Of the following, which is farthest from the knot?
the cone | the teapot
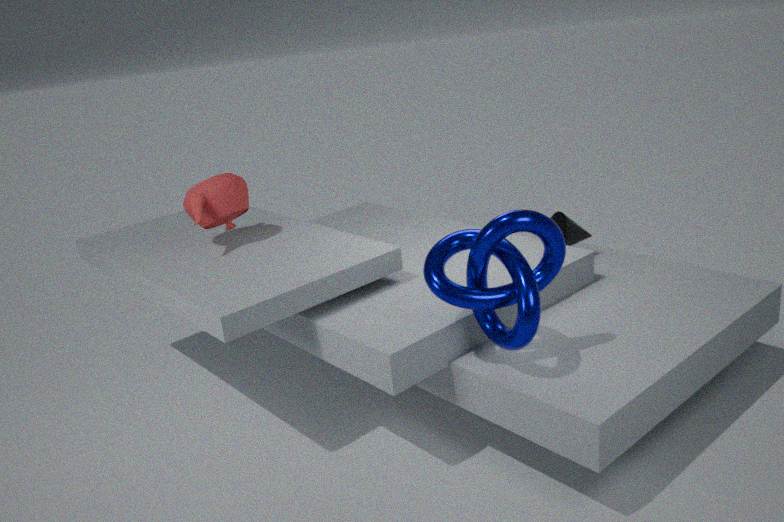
the teapot
